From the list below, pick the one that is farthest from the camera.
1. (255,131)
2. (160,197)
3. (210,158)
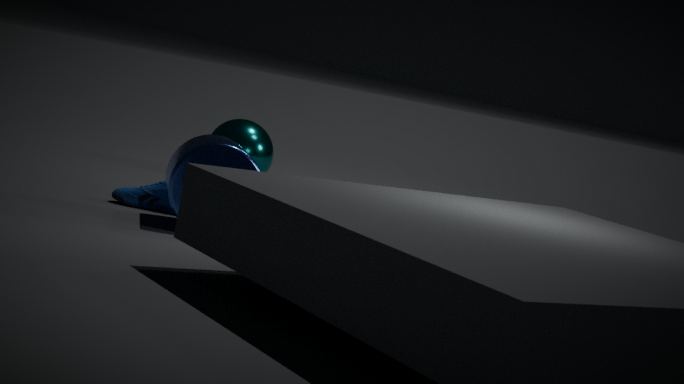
(255,131)
